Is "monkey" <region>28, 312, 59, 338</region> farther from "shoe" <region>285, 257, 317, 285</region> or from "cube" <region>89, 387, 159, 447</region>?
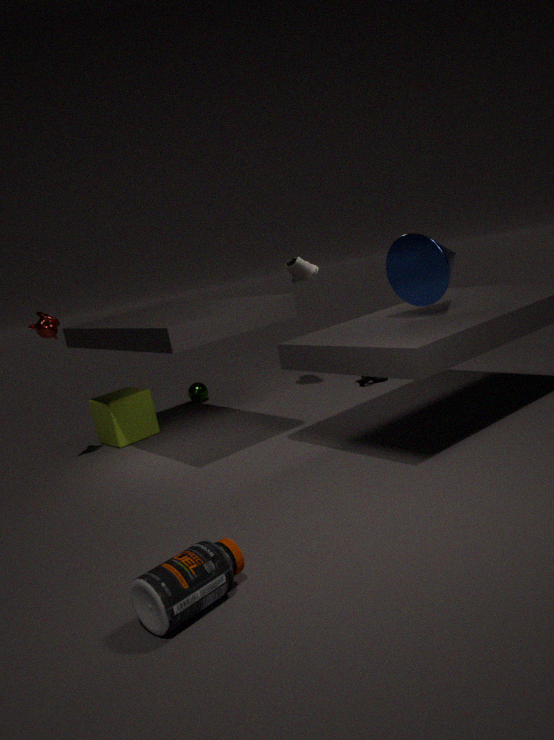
"shoe" <region>285, 257, 317, 285</region>
